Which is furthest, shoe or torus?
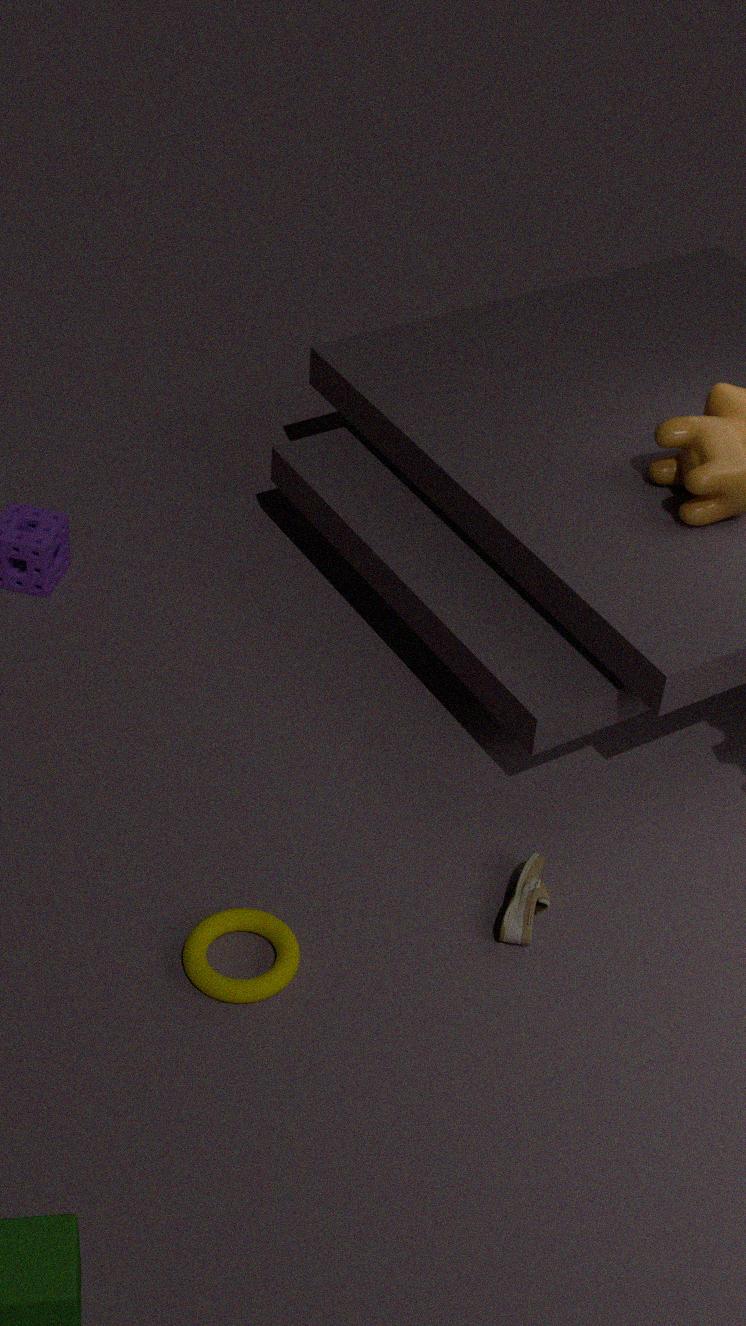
shoe
